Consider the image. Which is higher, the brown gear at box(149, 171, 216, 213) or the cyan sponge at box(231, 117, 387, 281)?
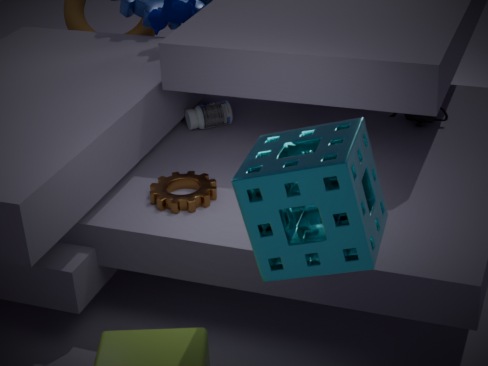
the cyan sponge at box(231, 117, 387, 281)
